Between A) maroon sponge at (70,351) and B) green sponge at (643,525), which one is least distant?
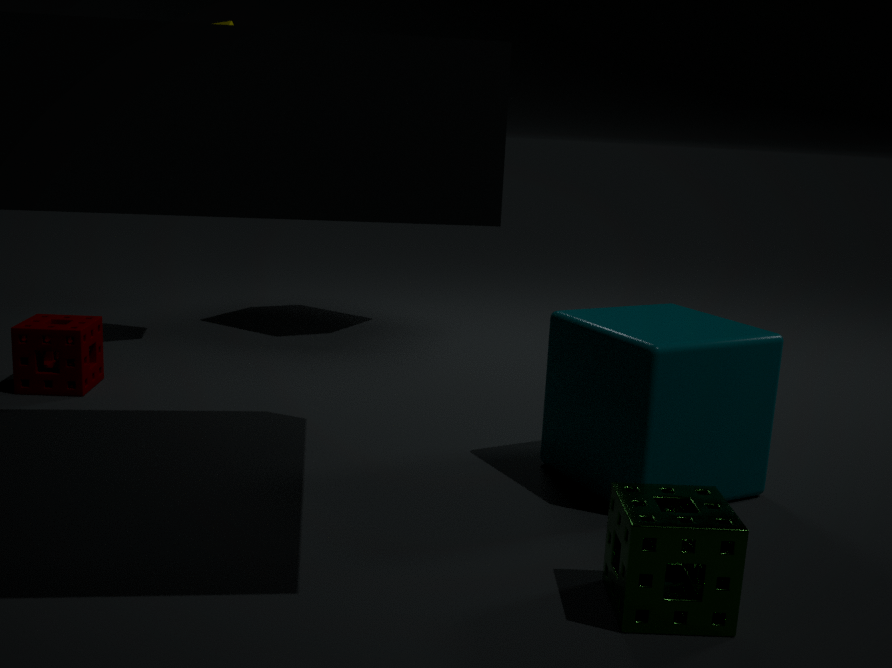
B. green sponge at (643,525)
